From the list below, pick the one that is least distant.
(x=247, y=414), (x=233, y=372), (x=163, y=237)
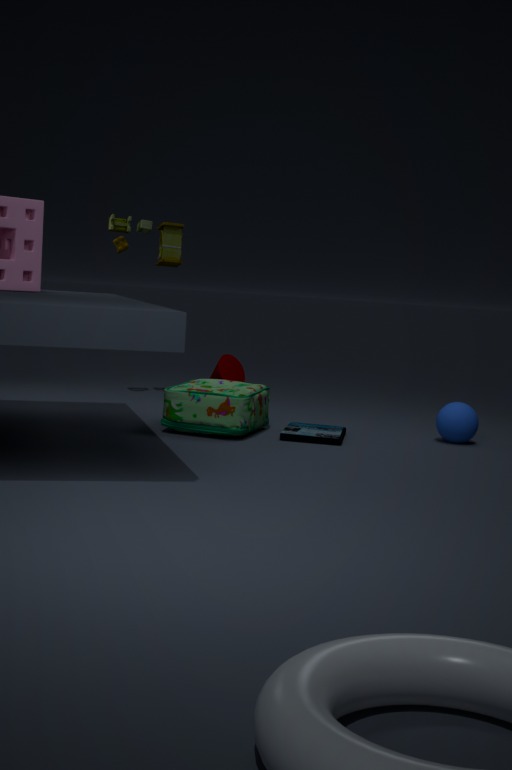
(x=247, y=414)
